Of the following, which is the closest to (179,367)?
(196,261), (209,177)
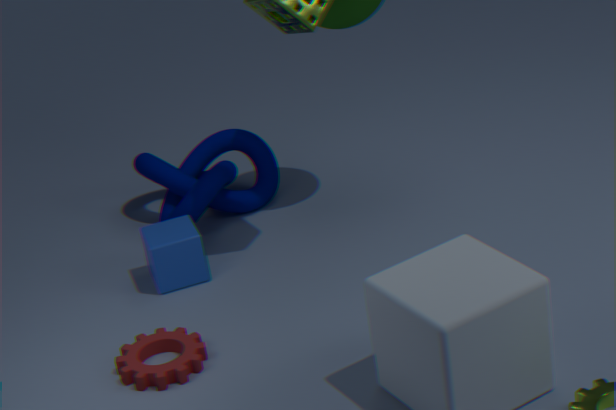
(196,261)
